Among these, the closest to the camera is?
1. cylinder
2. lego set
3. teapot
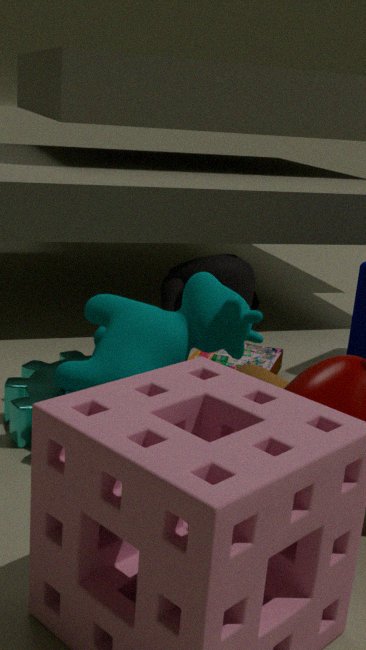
cylinder
